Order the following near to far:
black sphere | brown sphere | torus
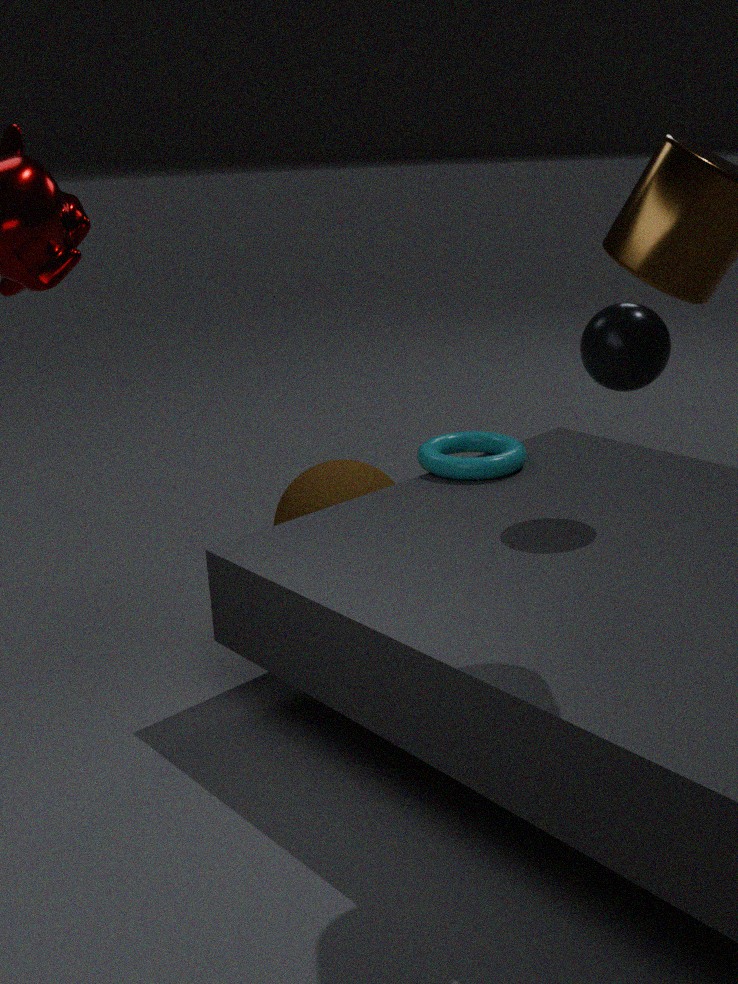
1. black sphere
2. torus
3. brown sphere
